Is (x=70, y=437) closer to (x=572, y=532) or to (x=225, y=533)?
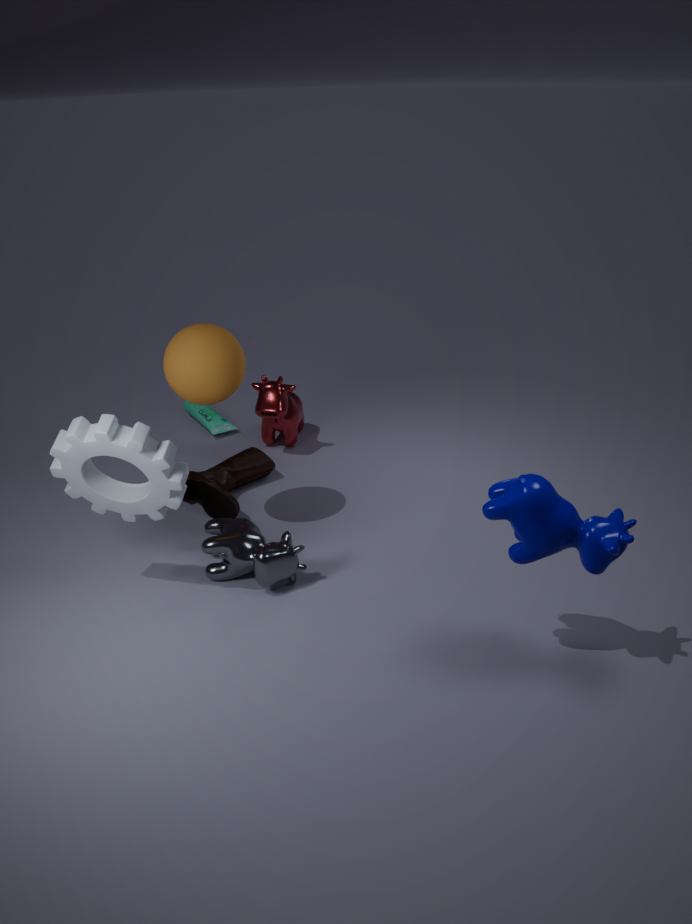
(x=225, y=533)
